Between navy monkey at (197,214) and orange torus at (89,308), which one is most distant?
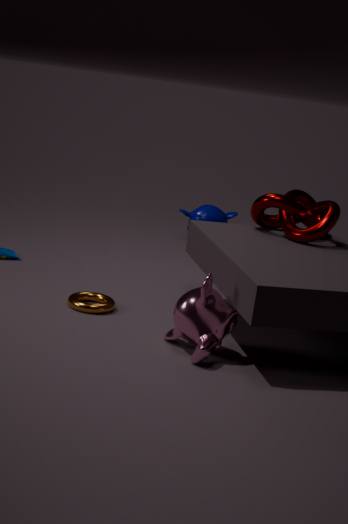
navy monkey at (197,214)
